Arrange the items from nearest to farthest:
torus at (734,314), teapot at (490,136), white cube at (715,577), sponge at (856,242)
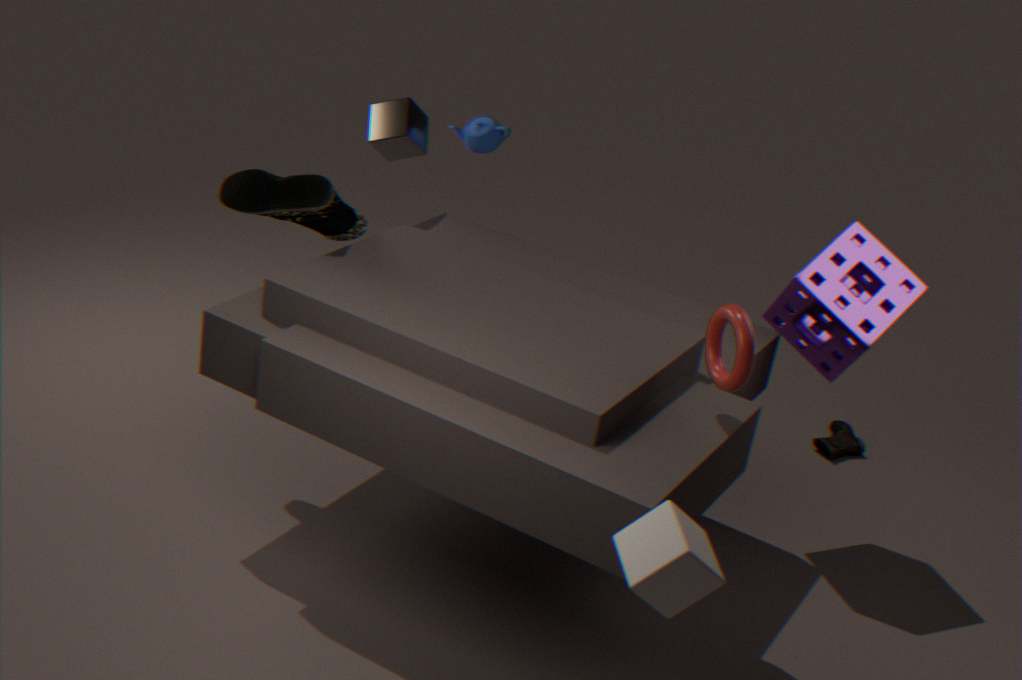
1. white cube at (715,577)
2. torus at (734,314)
3. sponge at (856,242)
4. teapot at (490,136)
